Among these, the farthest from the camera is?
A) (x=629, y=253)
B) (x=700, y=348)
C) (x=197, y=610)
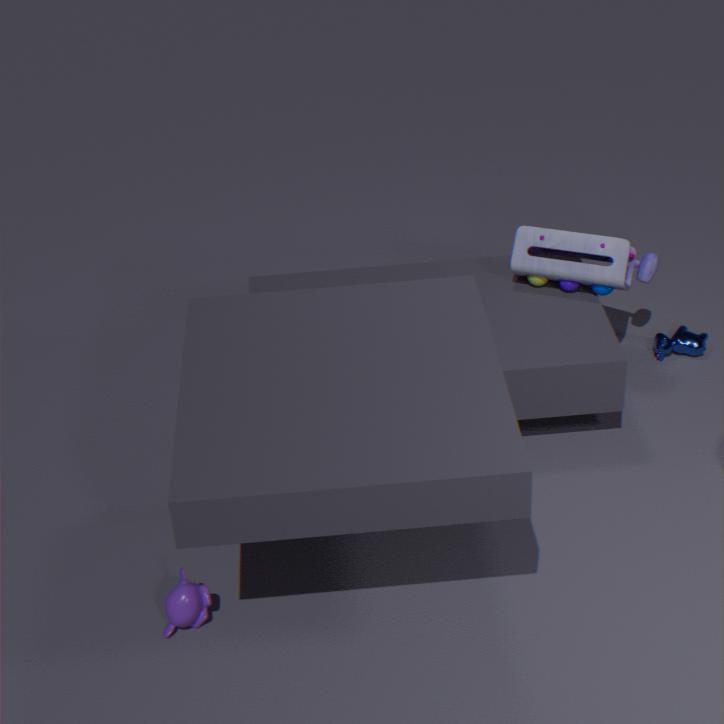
(x=700, y=348)
